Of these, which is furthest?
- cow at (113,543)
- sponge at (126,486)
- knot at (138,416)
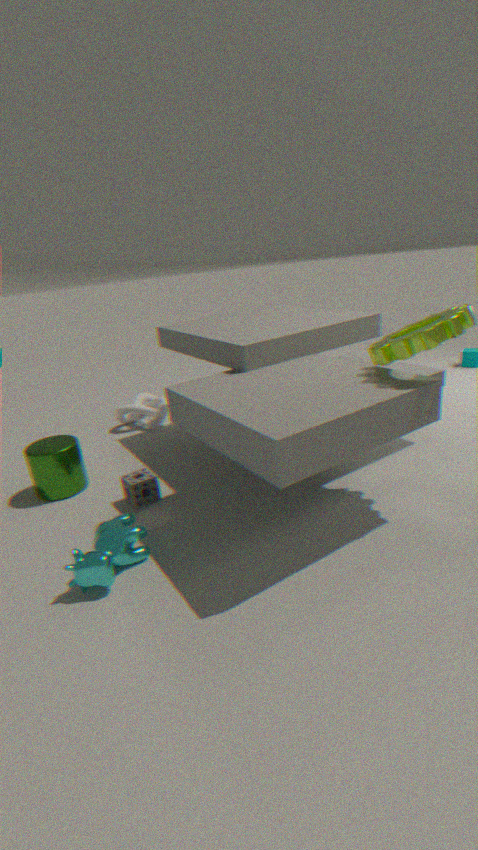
knot at (138,416)
